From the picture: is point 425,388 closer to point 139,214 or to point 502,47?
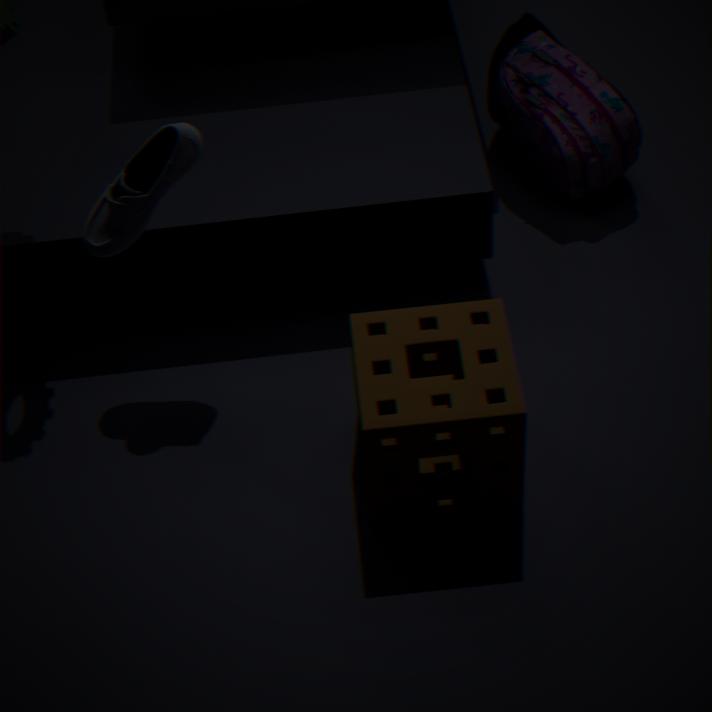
point 139,214
